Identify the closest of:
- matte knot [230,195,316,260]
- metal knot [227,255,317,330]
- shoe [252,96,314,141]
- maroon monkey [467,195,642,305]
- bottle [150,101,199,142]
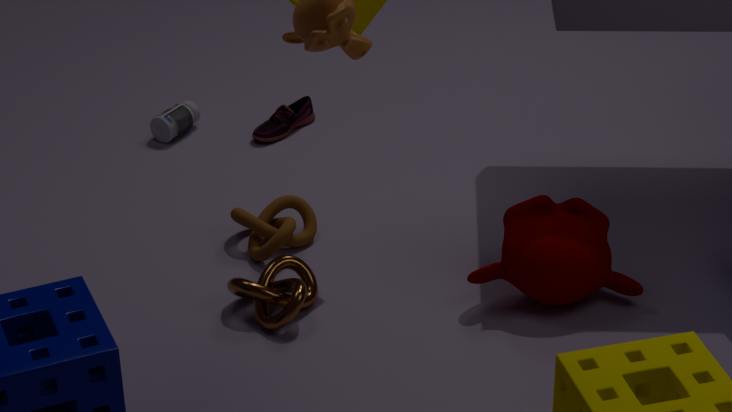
maroon monkey [467,195,642,305]
